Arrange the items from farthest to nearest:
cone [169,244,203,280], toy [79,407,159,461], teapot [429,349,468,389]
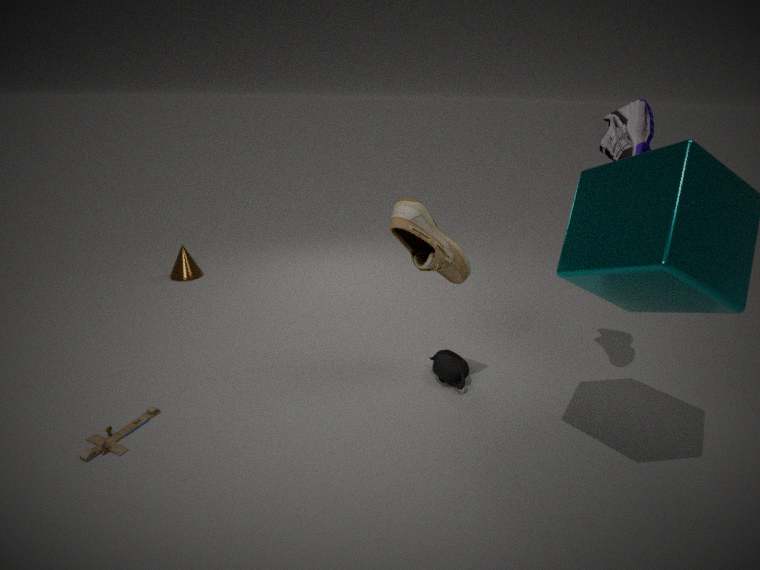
cone [169,244,203,280], teapot [429,349,468,389], toy [79,407,159,461]
